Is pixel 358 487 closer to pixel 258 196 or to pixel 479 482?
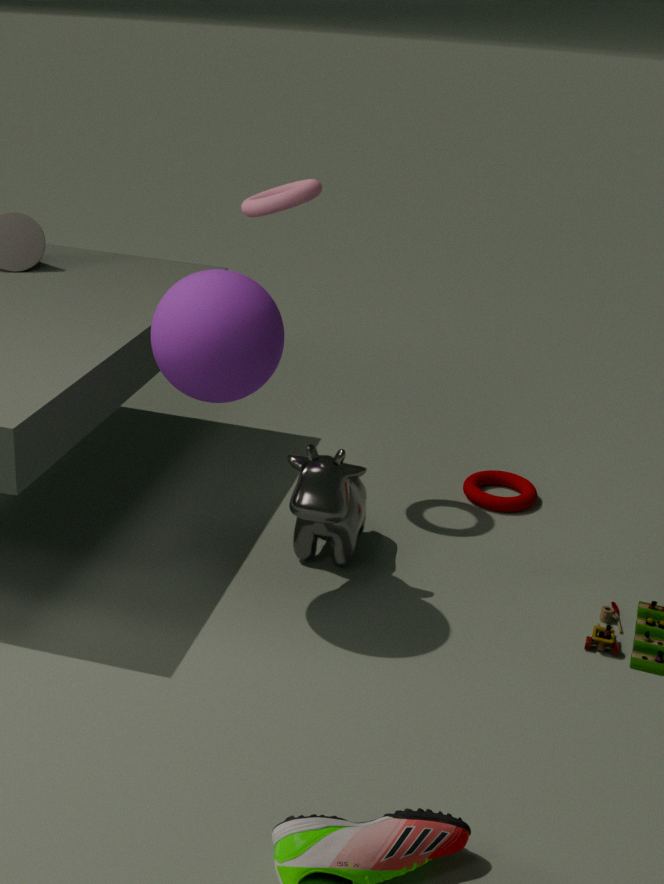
pixel 479 482
